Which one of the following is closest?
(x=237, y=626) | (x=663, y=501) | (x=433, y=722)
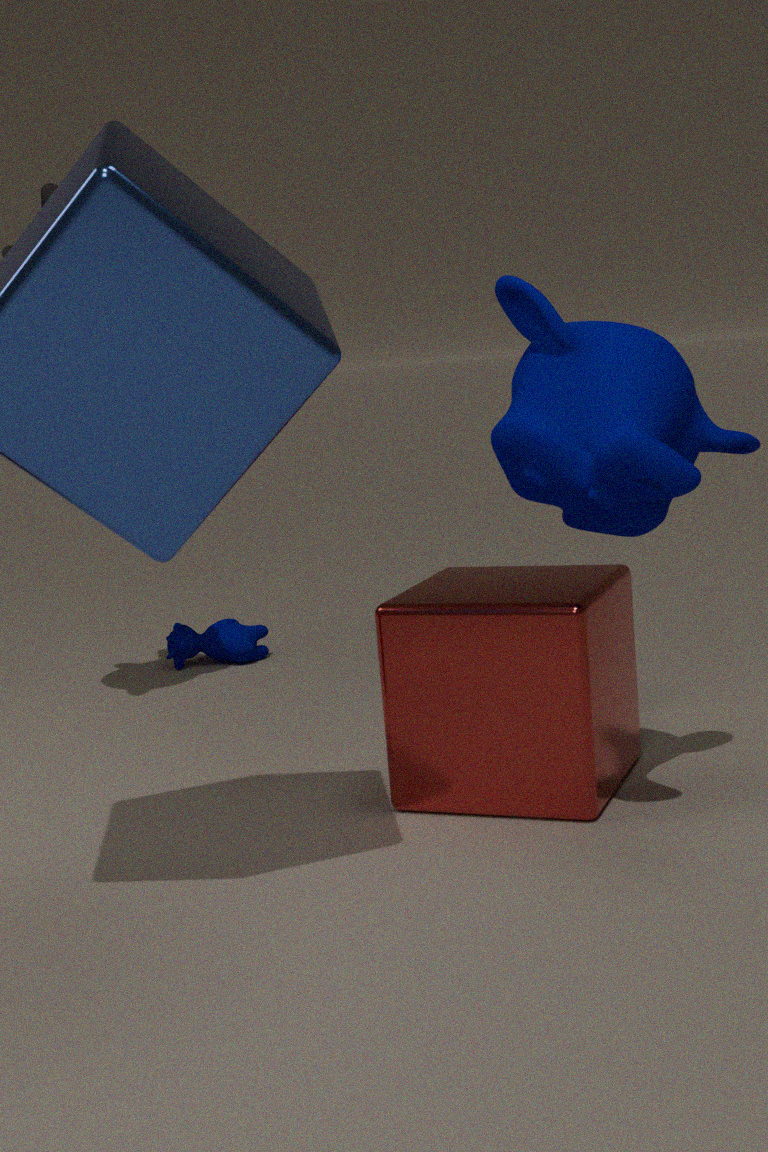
(x=663, y=501)
